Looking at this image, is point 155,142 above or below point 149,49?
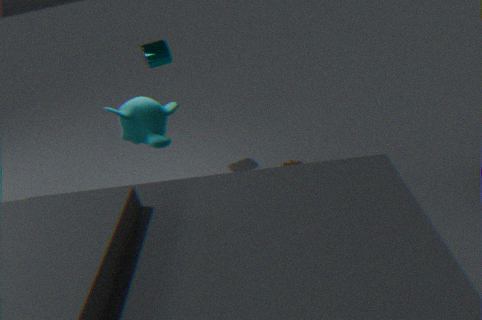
below
